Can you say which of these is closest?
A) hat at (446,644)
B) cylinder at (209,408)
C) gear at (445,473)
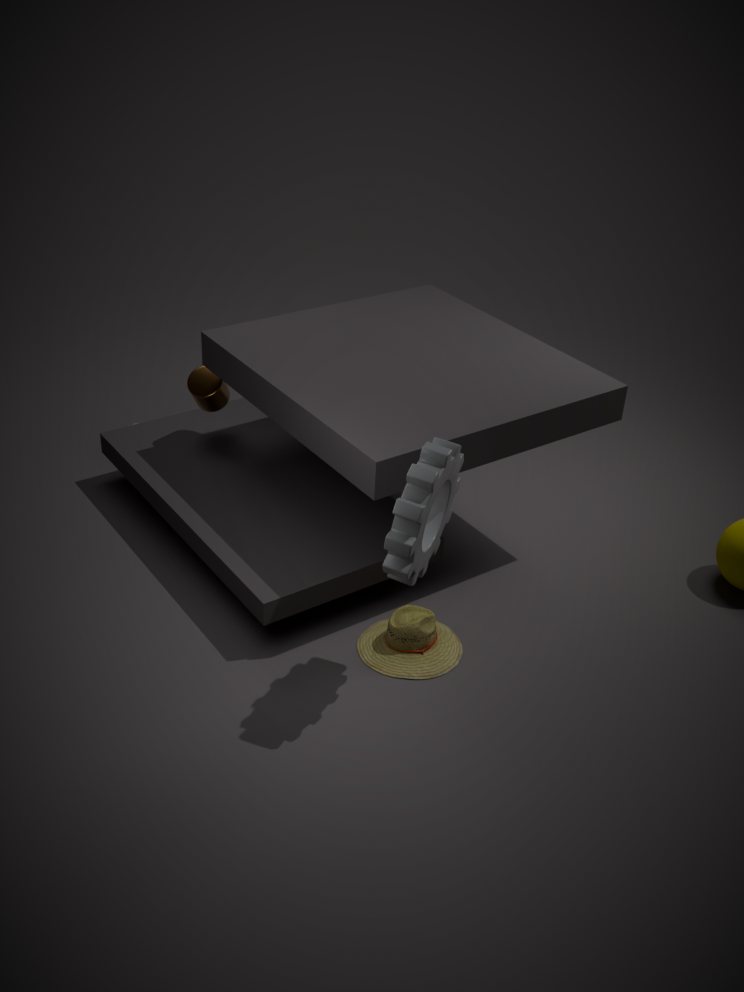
gear at (445,473)
